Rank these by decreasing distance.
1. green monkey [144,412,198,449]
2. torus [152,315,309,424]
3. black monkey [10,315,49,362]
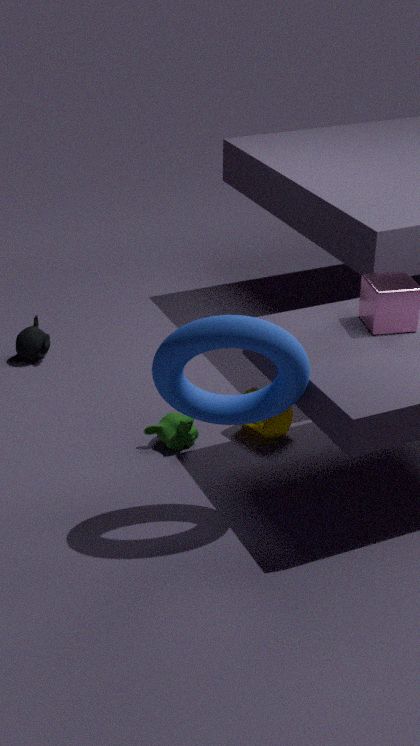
black monkey [10,315,49,362] → green monkey [144,412,198,449] → torus [152,315,309,424]
